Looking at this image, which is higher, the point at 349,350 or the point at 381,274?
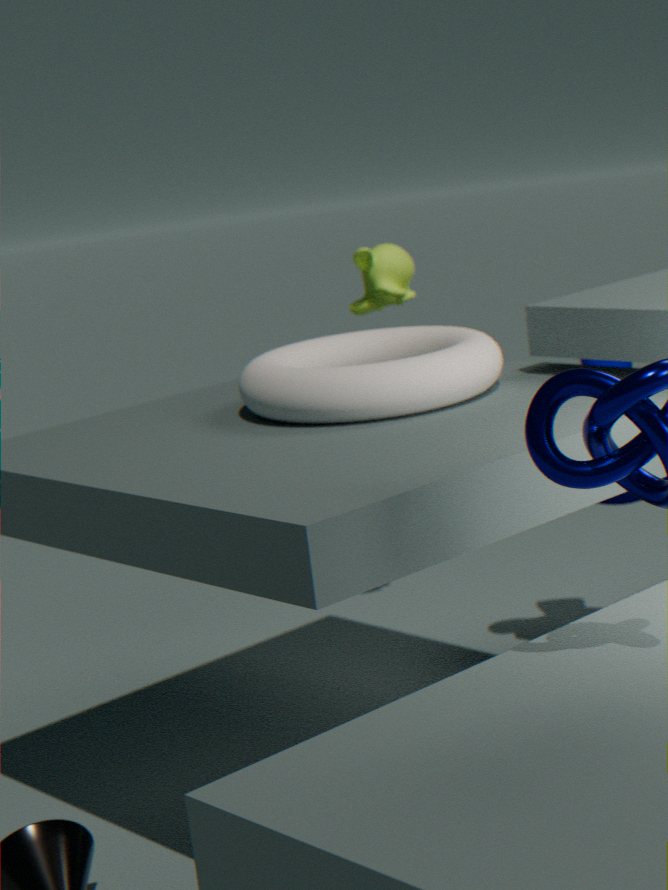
the point at 381,274
